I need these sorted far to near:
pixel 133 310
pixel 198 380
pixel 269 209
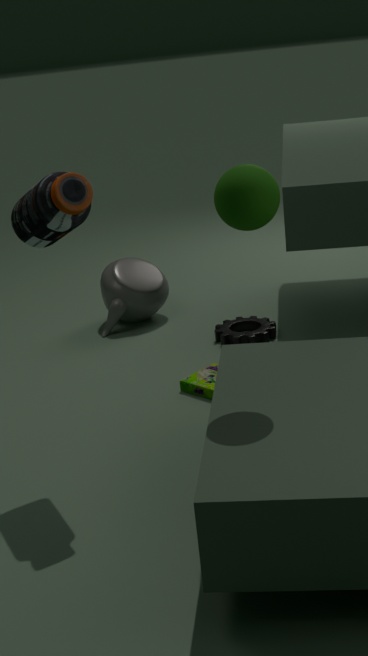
pixel 133 310 < pixel 198 380 < pixel 269 209
